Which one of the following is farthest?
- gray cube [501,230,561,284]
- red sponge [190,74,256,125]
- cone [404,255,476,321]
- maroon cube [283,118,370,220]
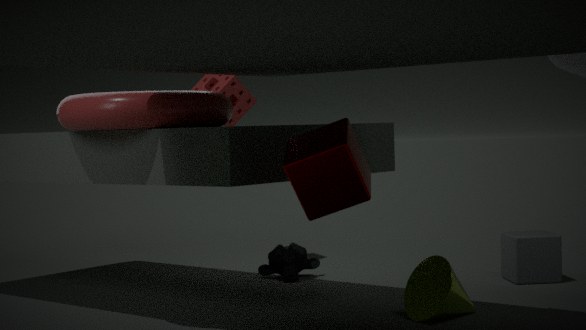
red sponge [190,74,256,125]
